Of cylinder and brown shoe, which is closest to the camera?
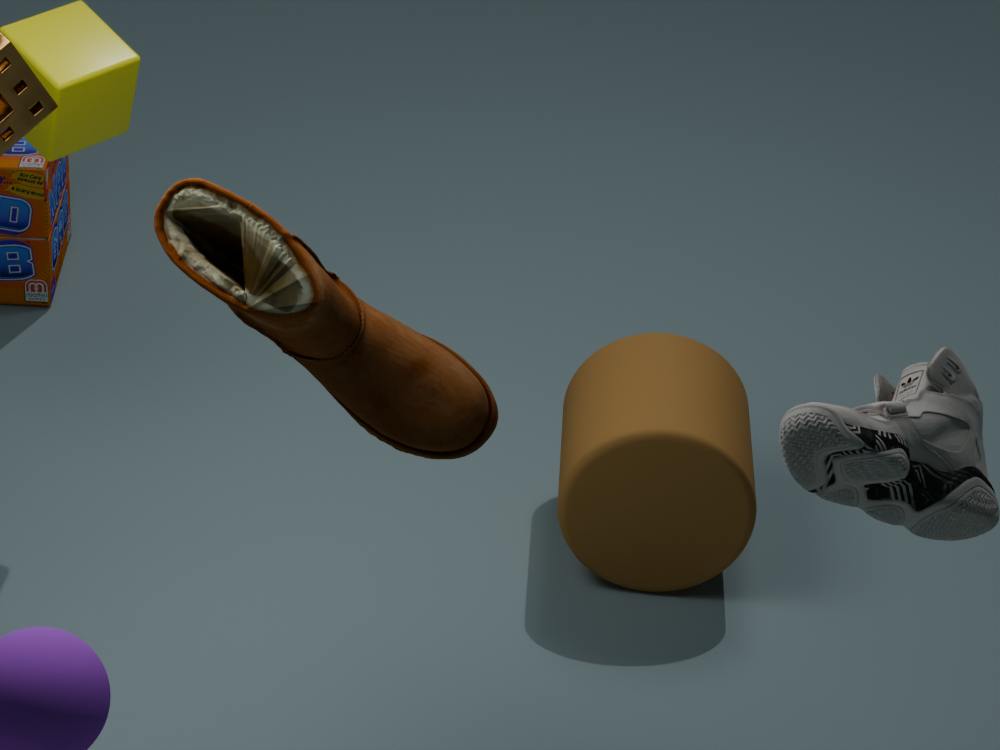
brown shoe
